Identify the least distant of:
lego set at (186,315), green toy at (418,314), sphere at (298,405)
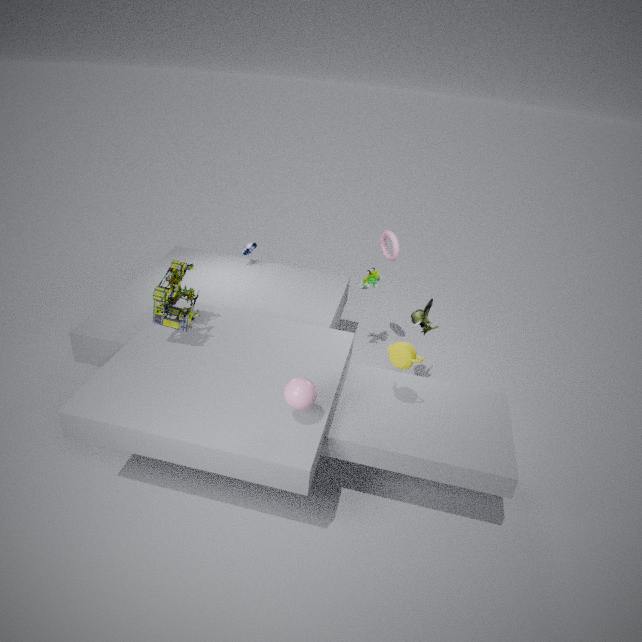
sphere at (298,405)
